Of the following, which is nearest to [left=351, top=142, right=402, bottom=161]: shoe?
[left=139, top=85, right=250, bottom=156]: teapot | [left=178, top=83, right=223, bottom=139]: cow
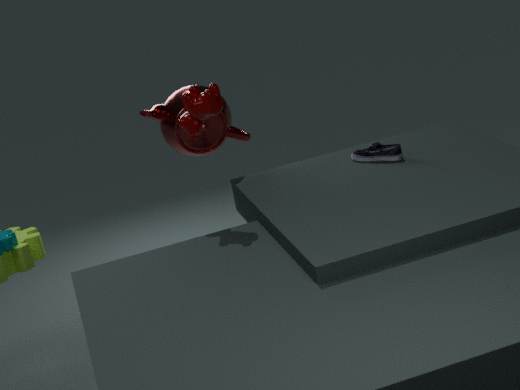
[left=139, top=85, right=250, bottom=156]: teapot
